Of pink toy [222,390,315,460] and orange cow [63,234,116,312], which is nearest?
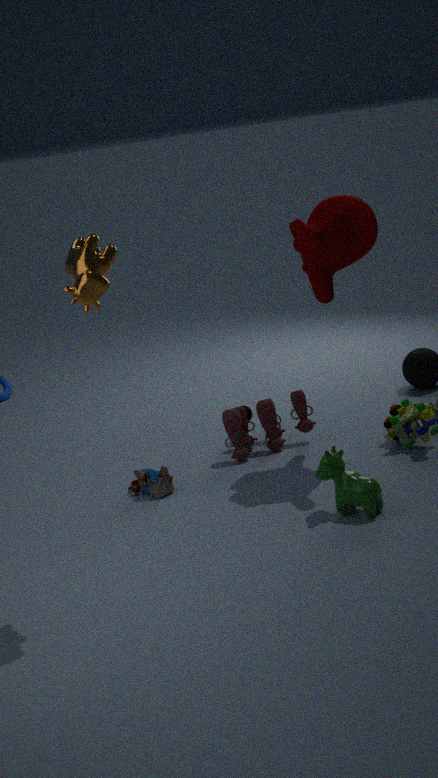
orange cow [63,234,116,312]
